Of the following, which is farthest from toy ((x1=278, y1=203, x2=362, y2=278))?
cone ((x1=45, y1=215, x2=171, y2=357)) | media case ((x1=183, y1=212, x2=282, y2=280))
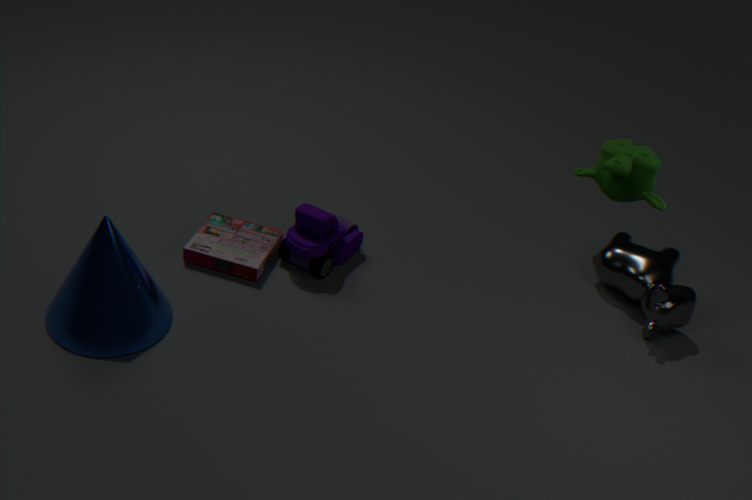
cone ((x1=45, y1=215, x2=171, y2=357))
